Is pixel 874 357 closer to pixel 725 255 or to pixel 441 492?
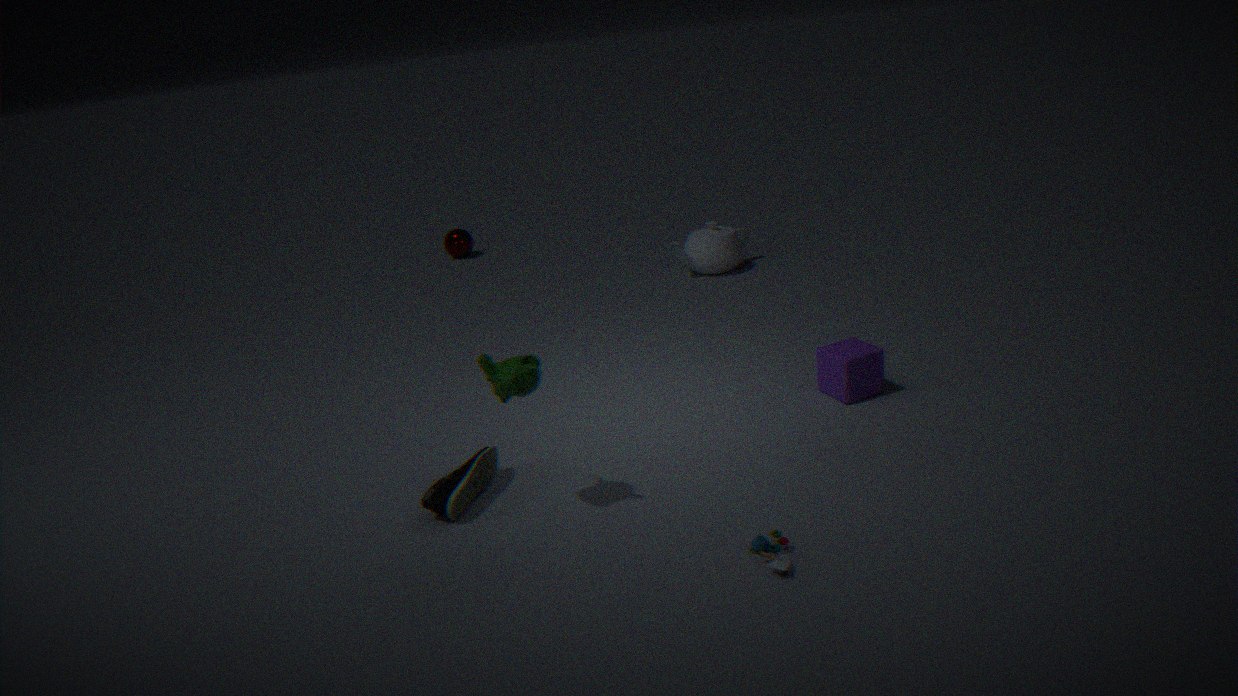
pixel 441 492
